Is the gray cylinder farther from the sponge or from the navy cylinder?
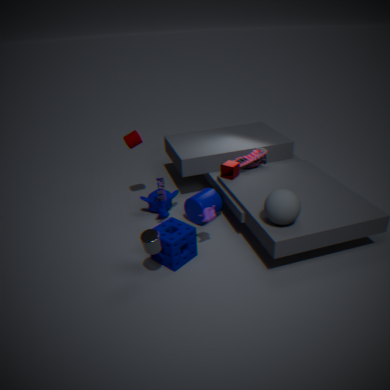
the navy cylinder
